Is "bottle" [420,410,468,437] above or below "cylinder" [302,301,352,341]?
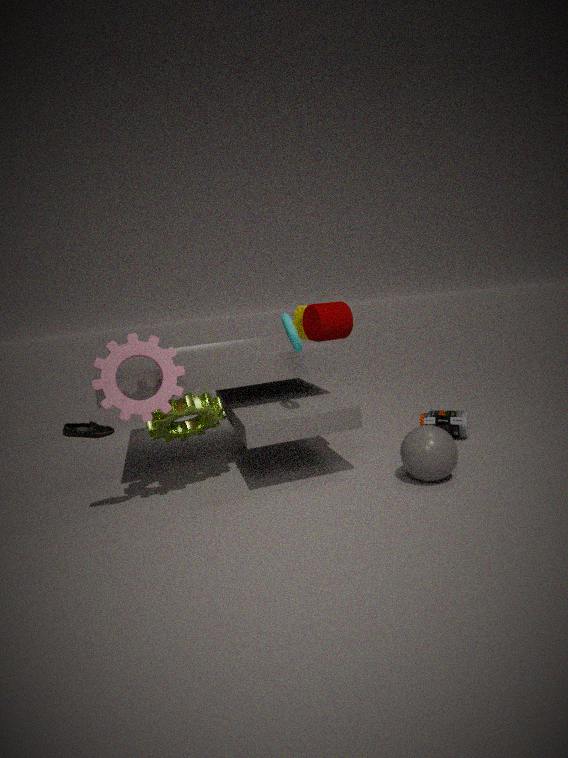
below
